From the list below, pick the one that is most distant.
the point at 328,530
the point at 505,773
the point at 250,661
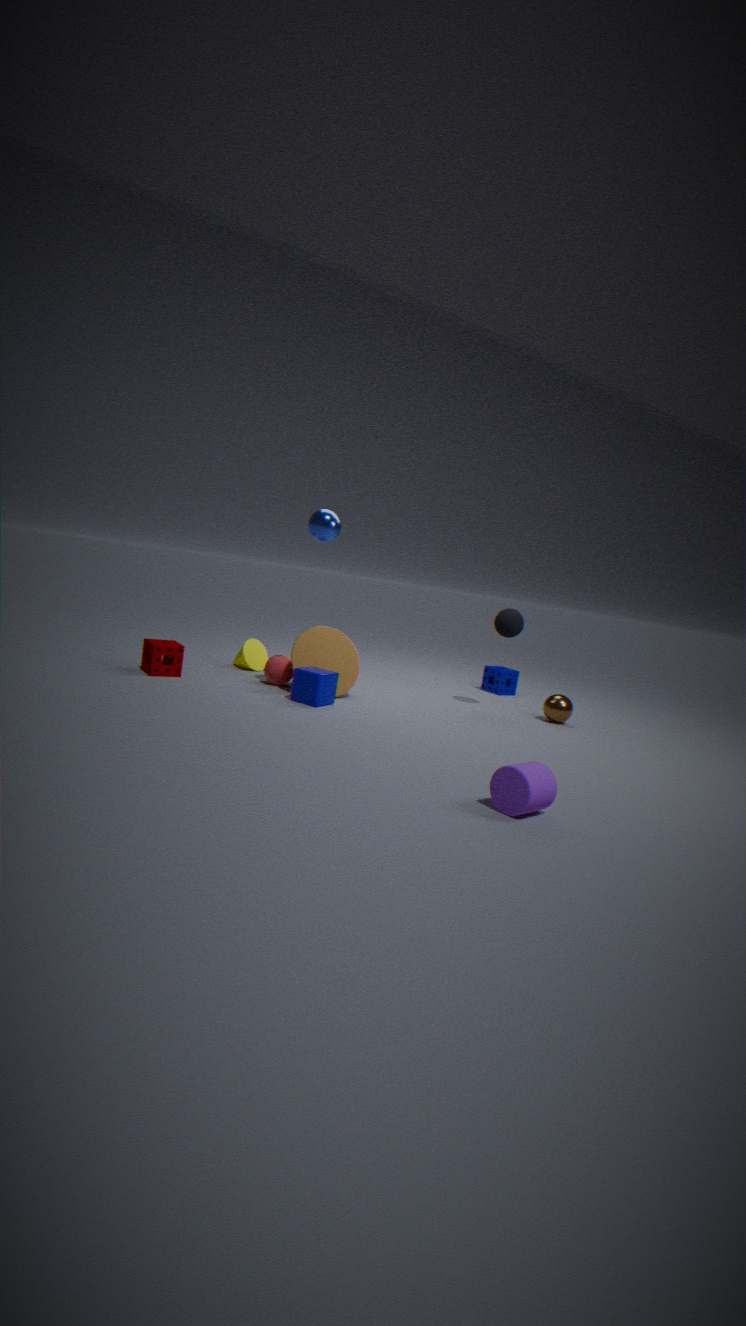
the point at 250,661
